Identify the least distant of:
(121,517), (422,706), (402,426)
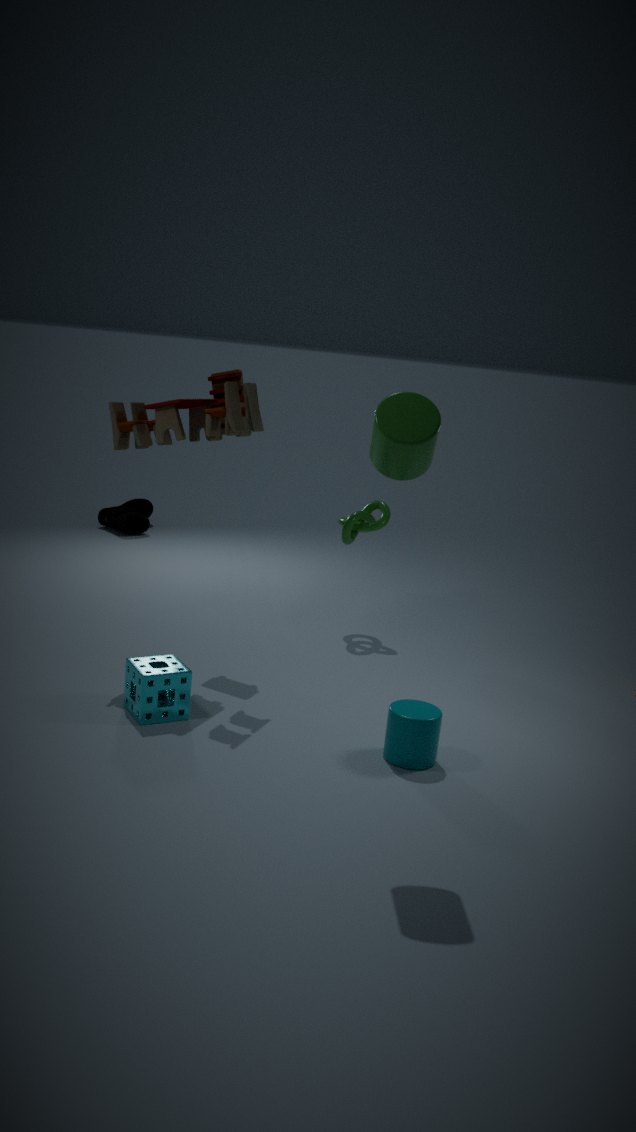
(402,426)
